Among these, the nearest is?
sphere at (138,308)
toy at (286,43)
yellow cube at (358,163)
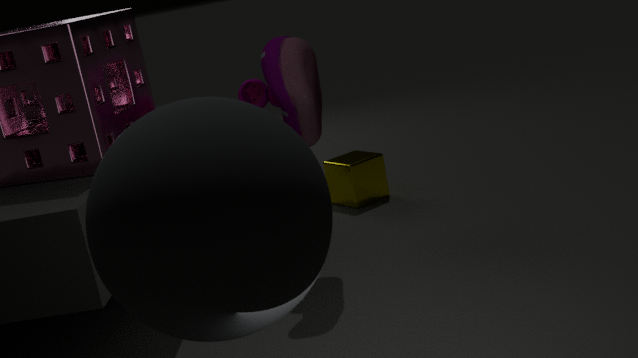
sphere at (138,308)
